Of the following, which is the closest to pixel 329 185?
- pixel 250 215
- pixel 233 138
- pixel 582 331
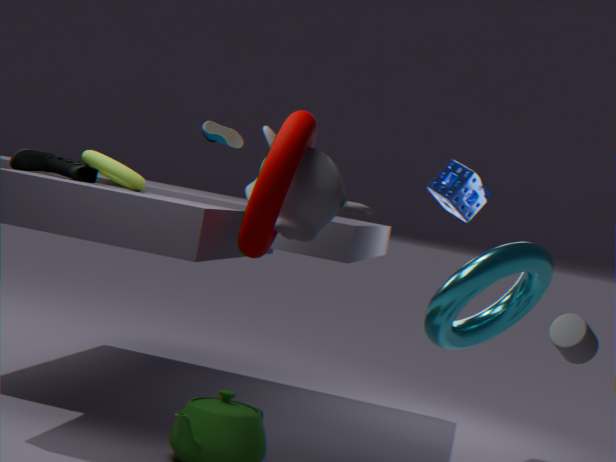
pixel 250 215
